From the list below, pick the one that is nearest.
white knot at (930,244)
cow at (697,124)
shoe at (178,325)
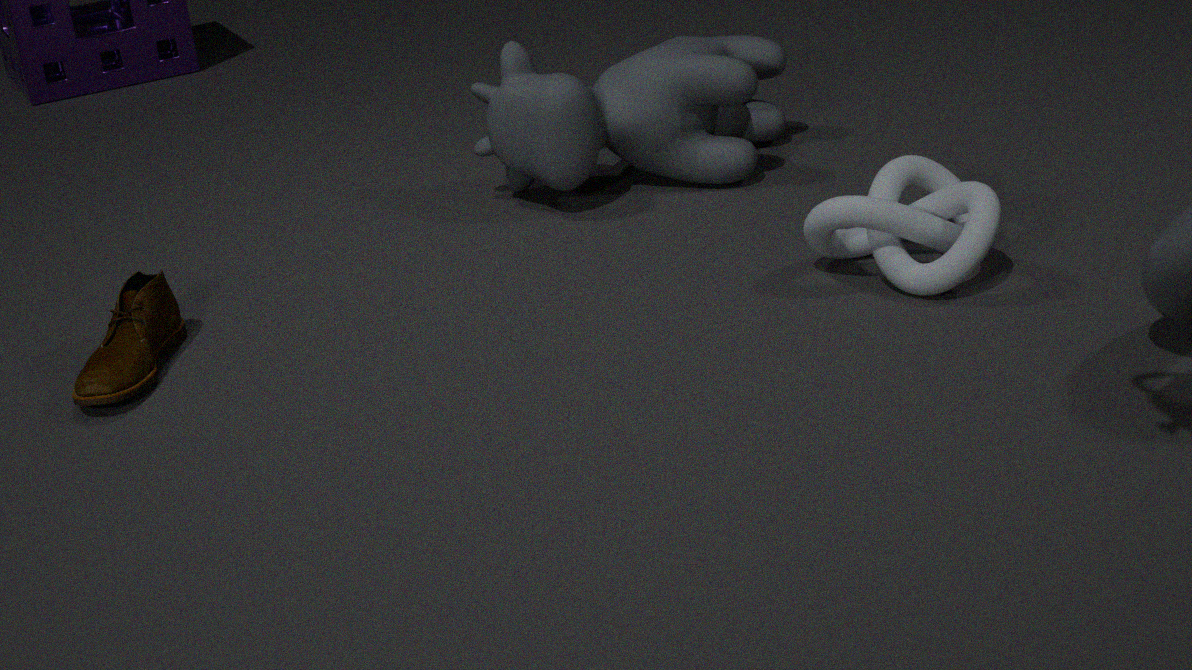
shoe at (178,325)
